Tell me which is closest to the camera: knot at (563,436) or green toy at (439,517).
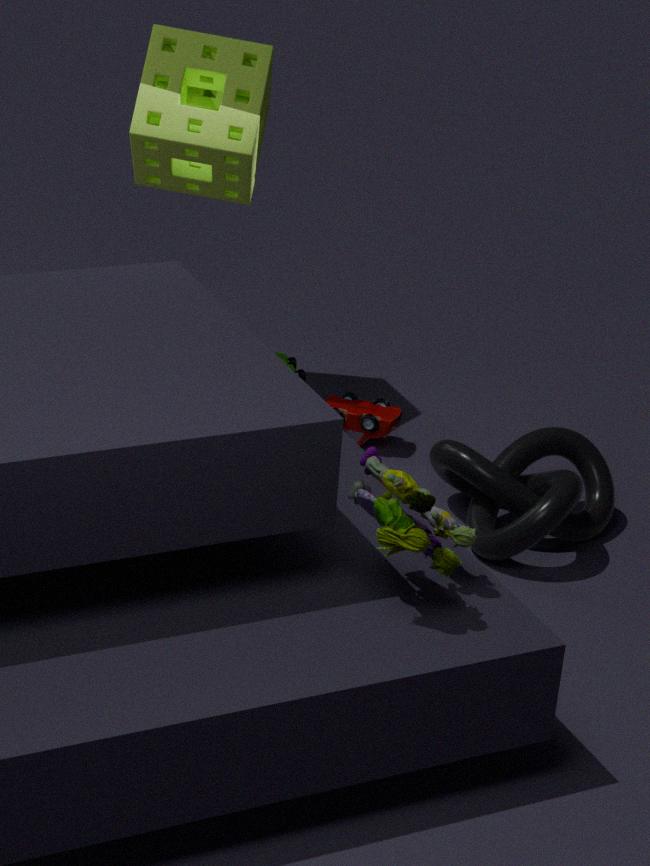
green toy at (439,517)
